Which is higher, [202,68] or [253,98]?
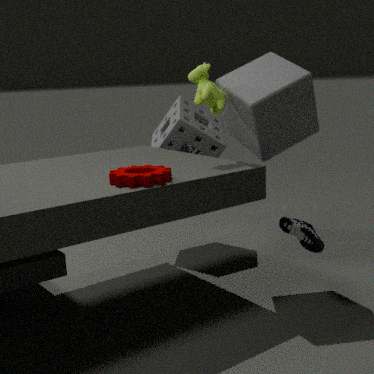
[202,68]
